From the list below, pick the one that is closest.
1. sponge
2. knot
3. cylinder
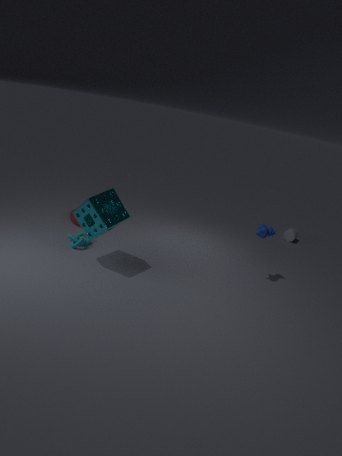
sponge
